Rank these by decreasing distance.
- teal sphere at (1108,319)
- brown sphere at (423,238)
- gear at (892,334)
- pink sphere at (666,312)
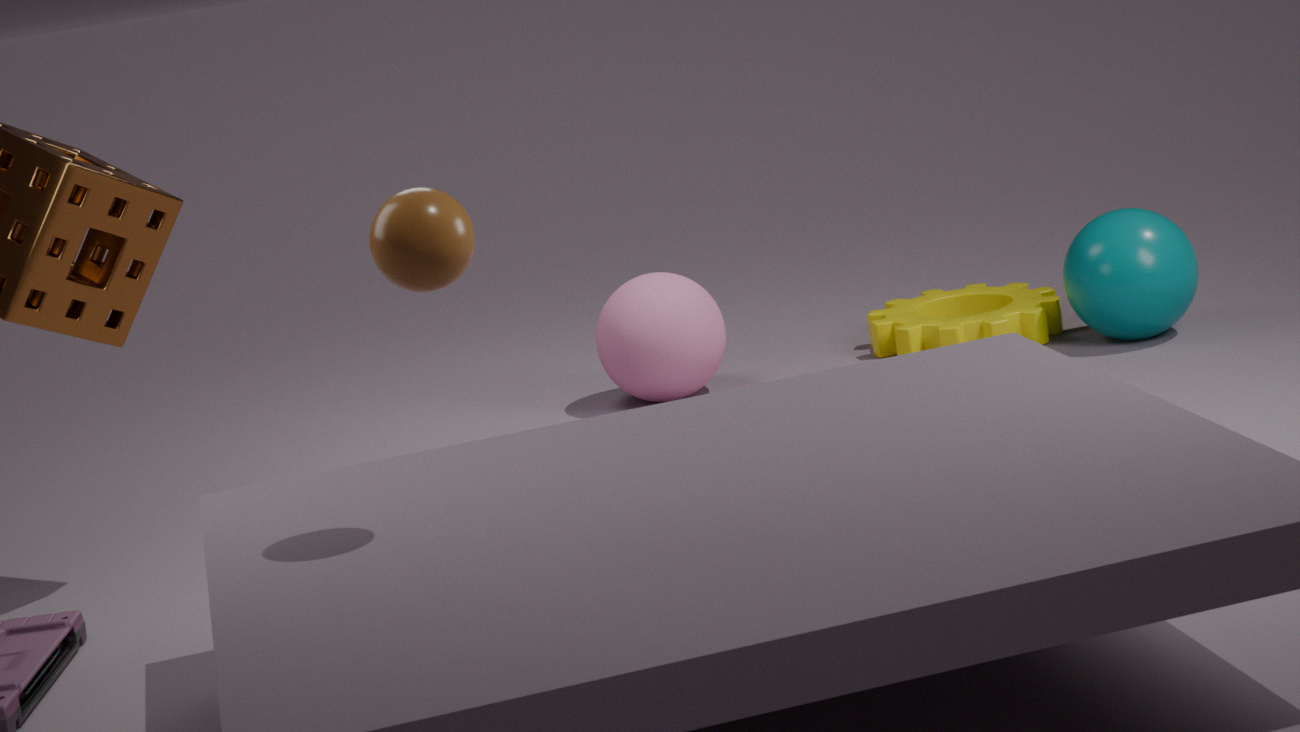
gear at (892,334), pink sphere at (666,312), teal sphere at (1108,319), brown sphere at (423,238)
